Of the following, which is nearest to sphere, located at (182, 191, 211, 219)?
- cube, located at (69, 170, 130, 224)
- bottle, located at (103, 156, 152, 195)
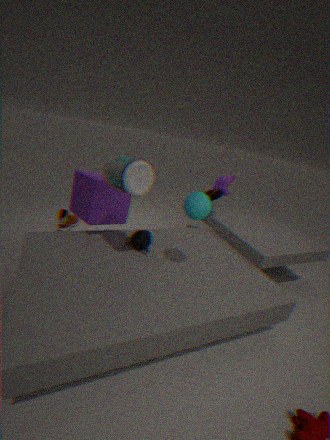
bottle, located at (103, 156, 152, 195)
